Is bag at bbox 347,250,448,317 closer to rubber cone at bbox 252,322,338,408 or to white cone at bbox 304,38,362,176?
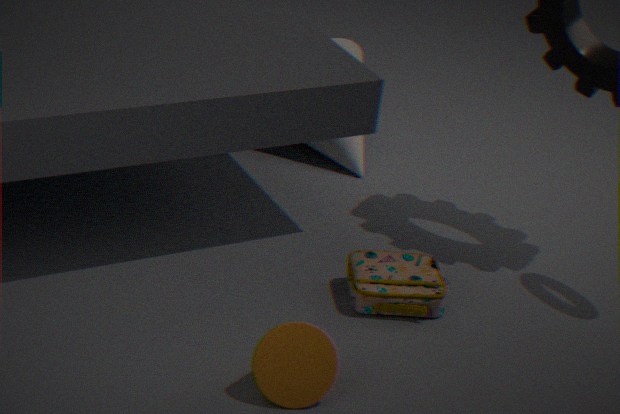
rubber cone at bbox 252,322,338,408
